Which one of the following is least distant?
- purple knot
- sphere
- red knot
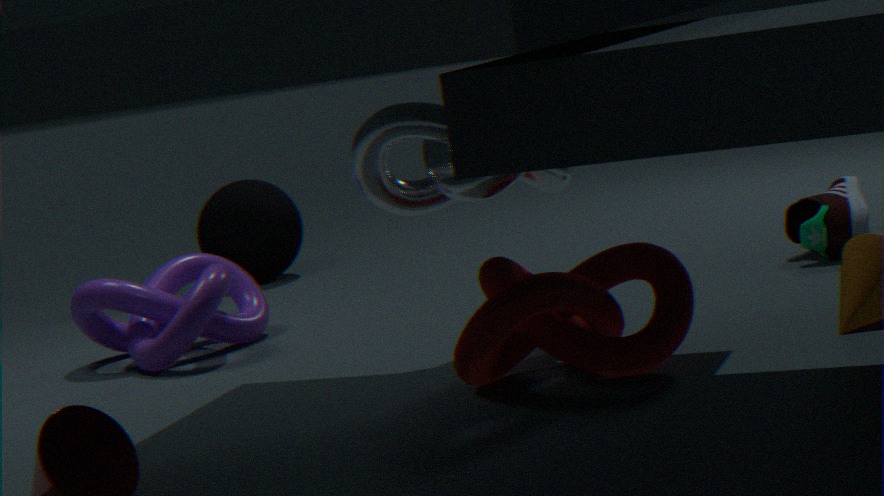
red knot
